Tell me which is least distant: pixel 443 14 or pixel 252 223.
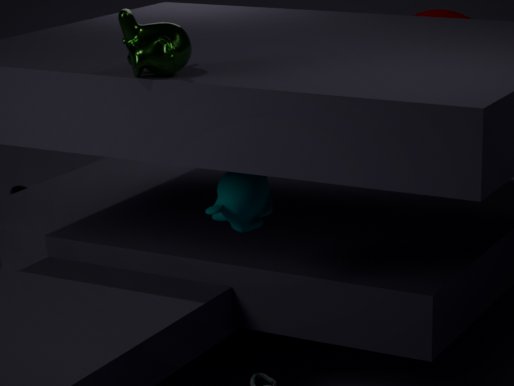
pixel 252 223
